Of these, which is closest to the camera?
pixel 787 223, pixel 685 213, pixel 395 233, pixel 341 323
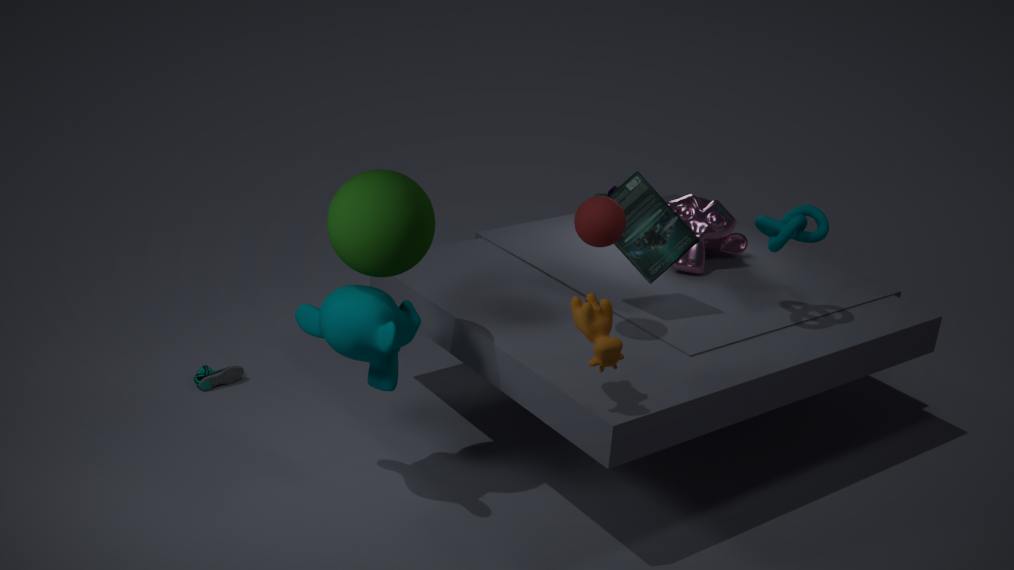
pixel 395 233
